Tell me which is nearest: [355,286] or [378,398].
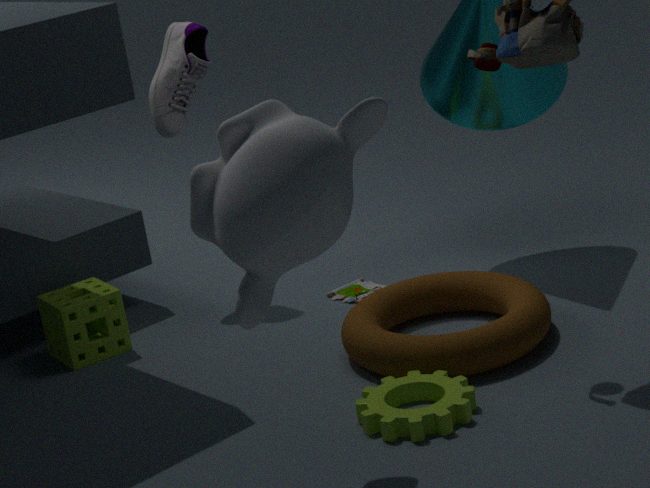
[378,398]
